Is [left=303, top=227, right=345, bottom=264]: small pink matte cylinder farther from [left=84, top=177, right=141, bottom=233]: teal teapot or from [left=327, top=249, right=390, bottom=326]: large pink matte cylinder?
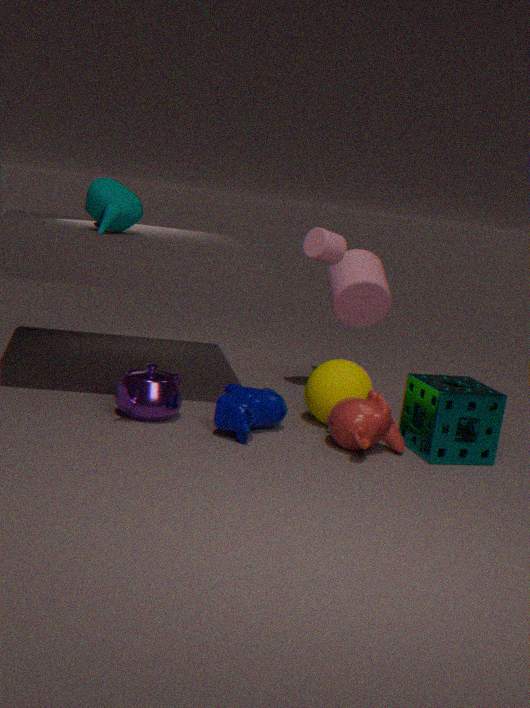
[left=84, top=177, right=141, bottom=233]: teal teapot
